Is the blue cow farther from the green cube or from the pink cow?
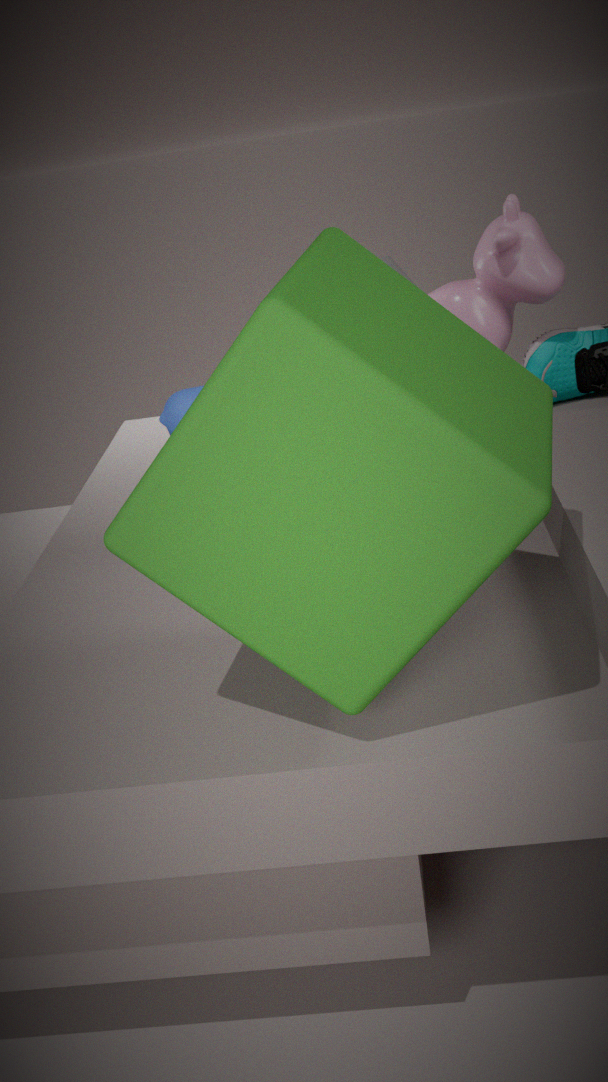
the pink cow
